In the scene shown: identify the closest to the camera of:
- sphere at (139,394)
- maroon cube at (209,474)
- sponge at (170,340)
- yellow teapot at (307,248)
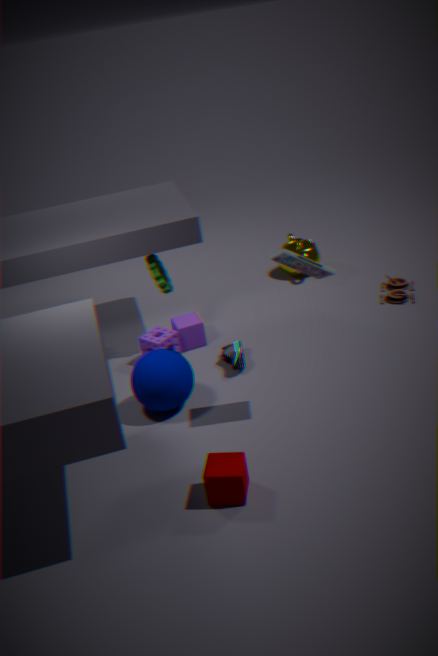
maroon cube at (209,474)
